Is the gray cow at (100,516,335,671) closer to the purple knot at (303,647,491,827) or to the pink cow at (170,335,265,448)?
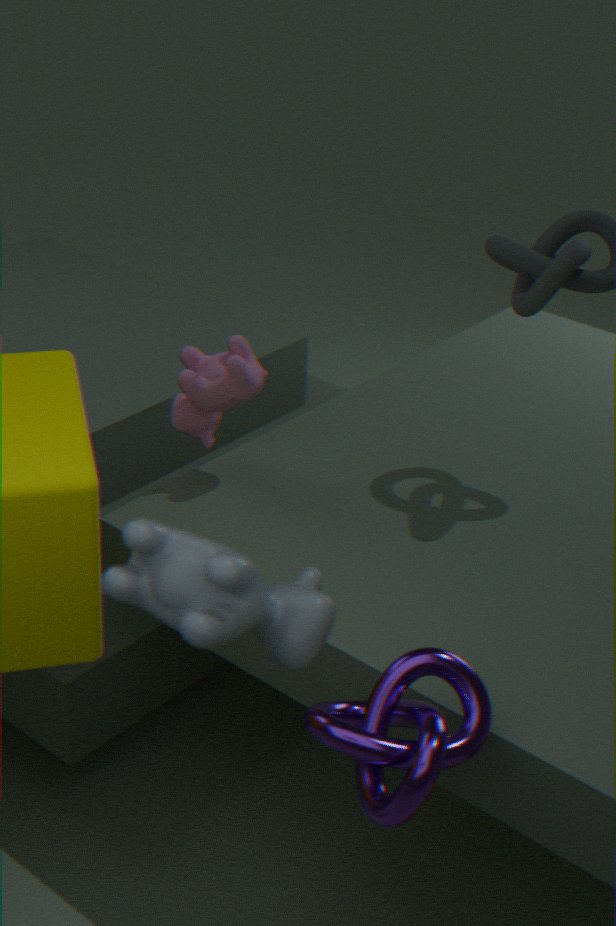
the purple knot at (303,647,491,827)
